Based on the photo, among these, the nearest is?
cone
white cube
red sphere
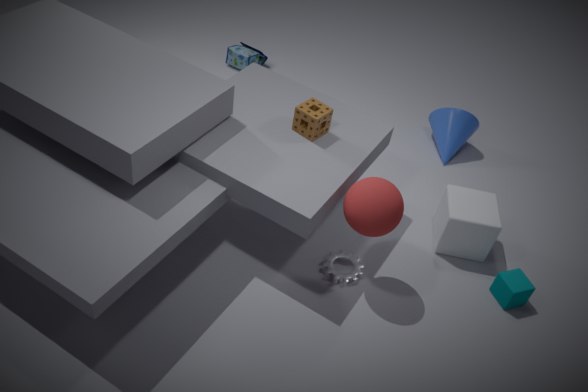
red sphere
